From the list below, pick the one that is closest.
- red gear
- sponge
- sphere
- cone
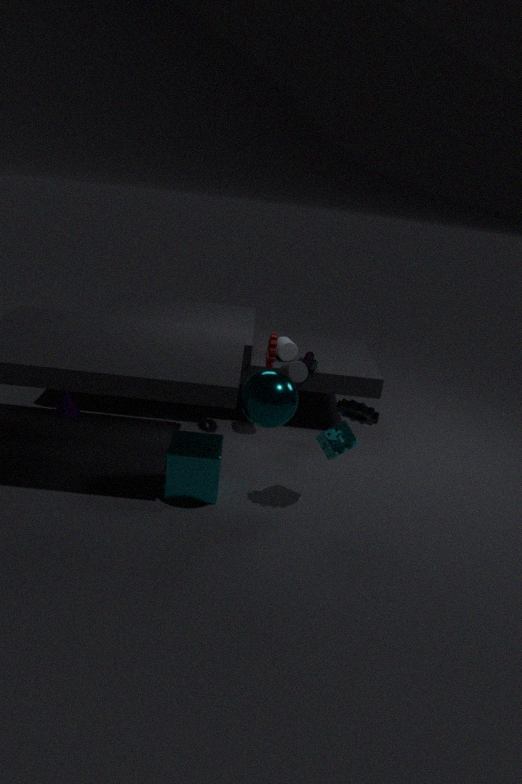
sphere
